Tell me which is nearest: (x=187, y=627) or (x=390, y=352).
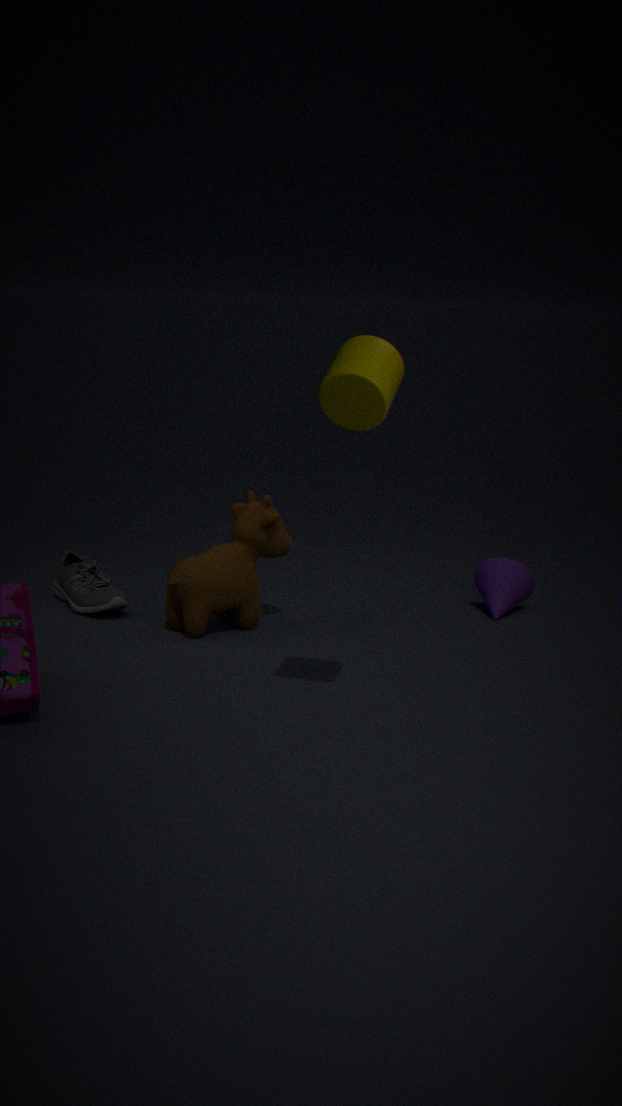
(x=390, y=352)
